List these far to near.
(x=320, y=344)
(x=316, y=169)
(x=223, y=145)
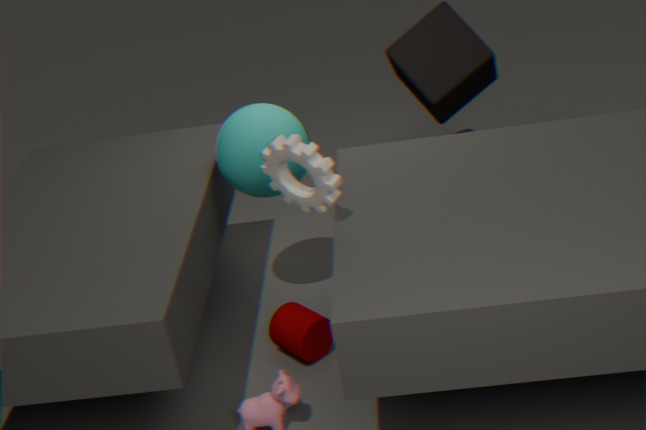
(x=320, y=344) < (x=223, y=145) < (x=316, y=169)
